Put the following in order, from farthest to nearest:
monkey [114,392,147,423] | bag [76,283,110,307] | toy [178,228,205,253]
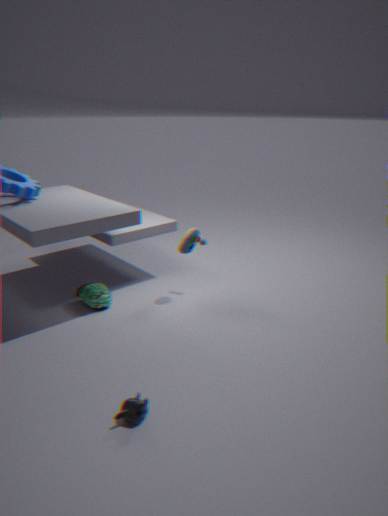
toy [178,228,205,253] → bag [76,283,110,307] → monkey [114,392,147,423]
